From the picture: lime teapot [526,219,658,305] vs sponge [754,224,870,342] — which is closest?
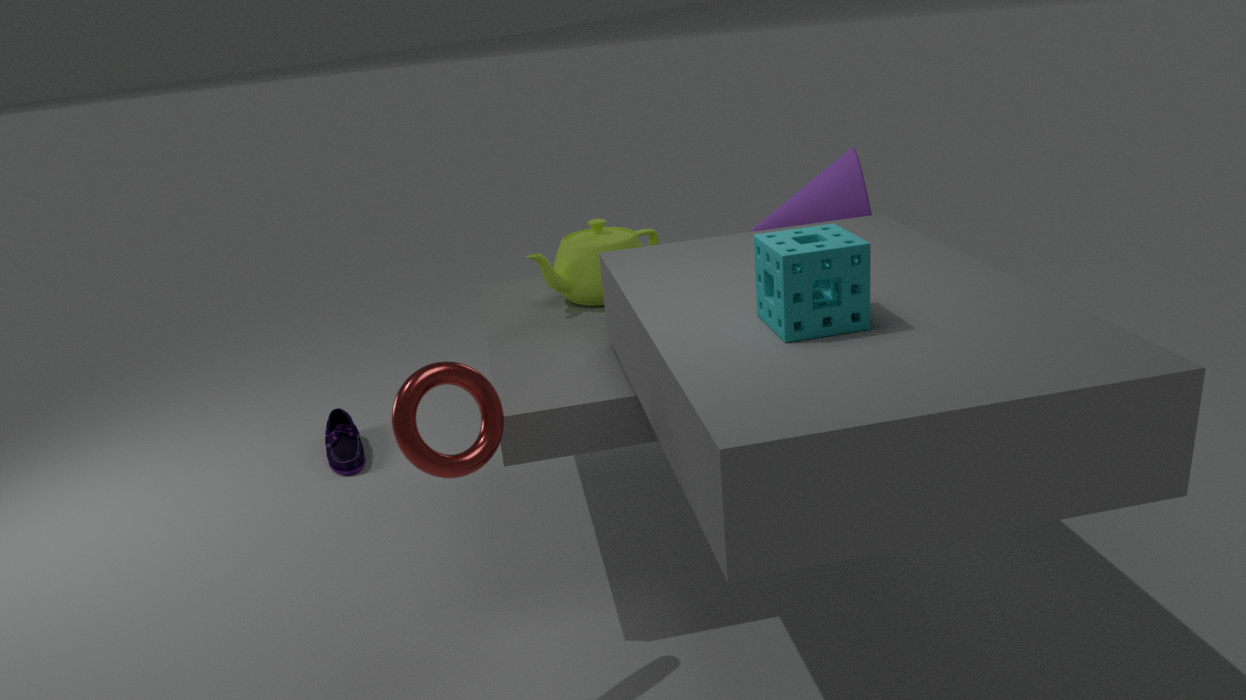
sponge [754,224,870,342]
